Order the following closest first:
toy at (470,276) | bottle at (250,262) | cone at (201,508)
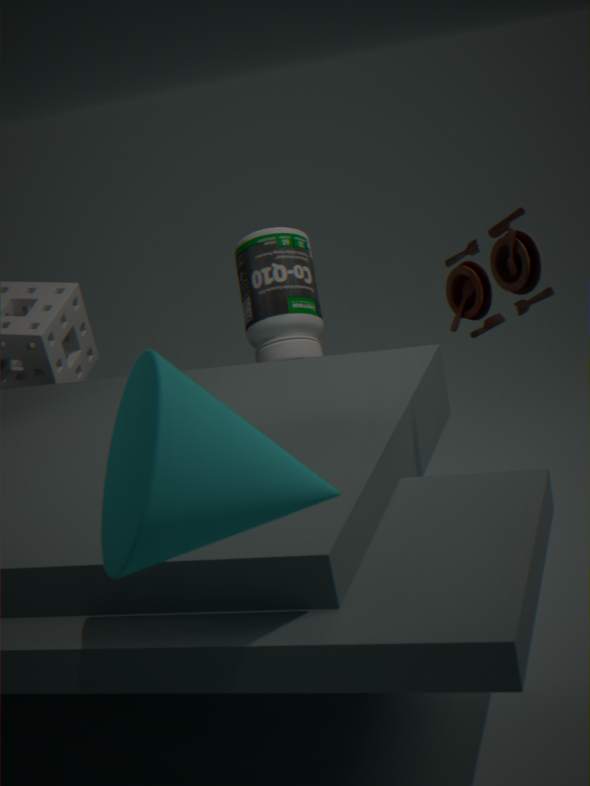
cone at (201,508)
toy at (470,276)
bottle at (250,262)
